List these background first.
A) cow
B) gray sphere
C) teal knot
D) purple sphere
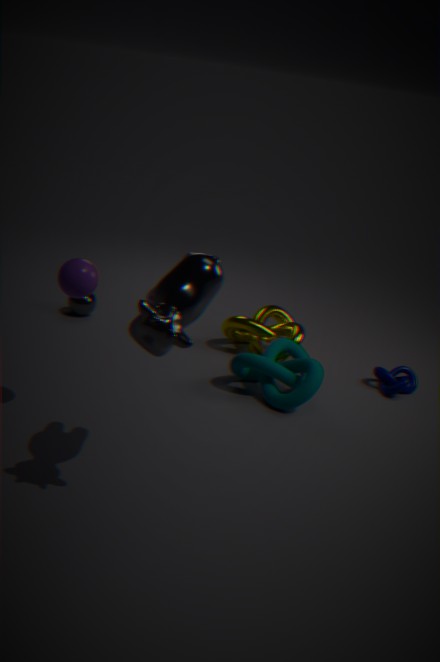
B. gray sphere → C. teal knot → D. purple sphere → A. cow
